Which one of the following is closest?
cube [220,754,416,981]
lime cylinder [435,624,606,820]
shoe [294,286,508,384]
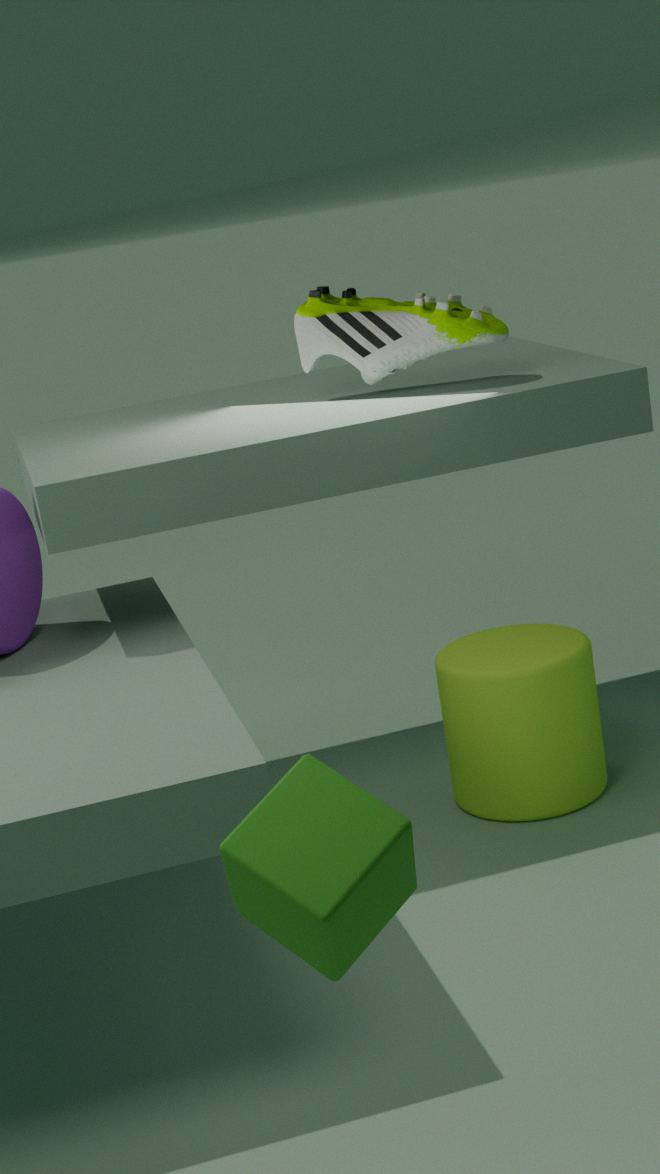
cube [220,754,416,981]
